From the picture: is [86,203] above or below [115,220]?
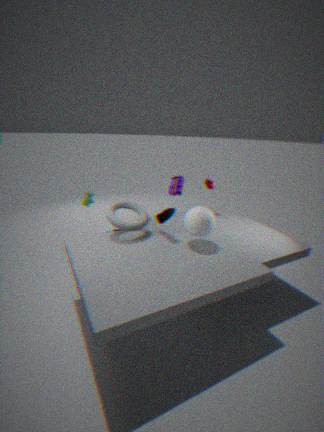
below
